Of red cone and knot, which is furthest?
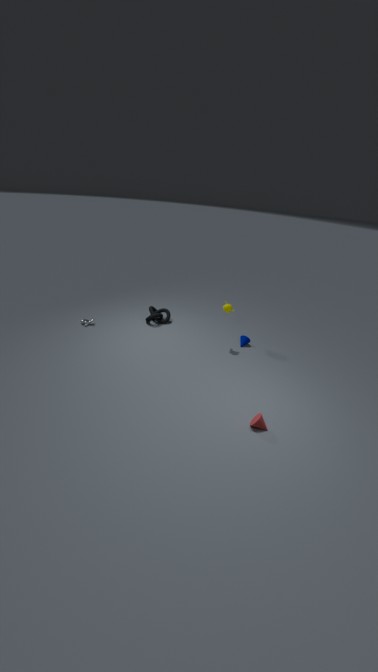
knot
